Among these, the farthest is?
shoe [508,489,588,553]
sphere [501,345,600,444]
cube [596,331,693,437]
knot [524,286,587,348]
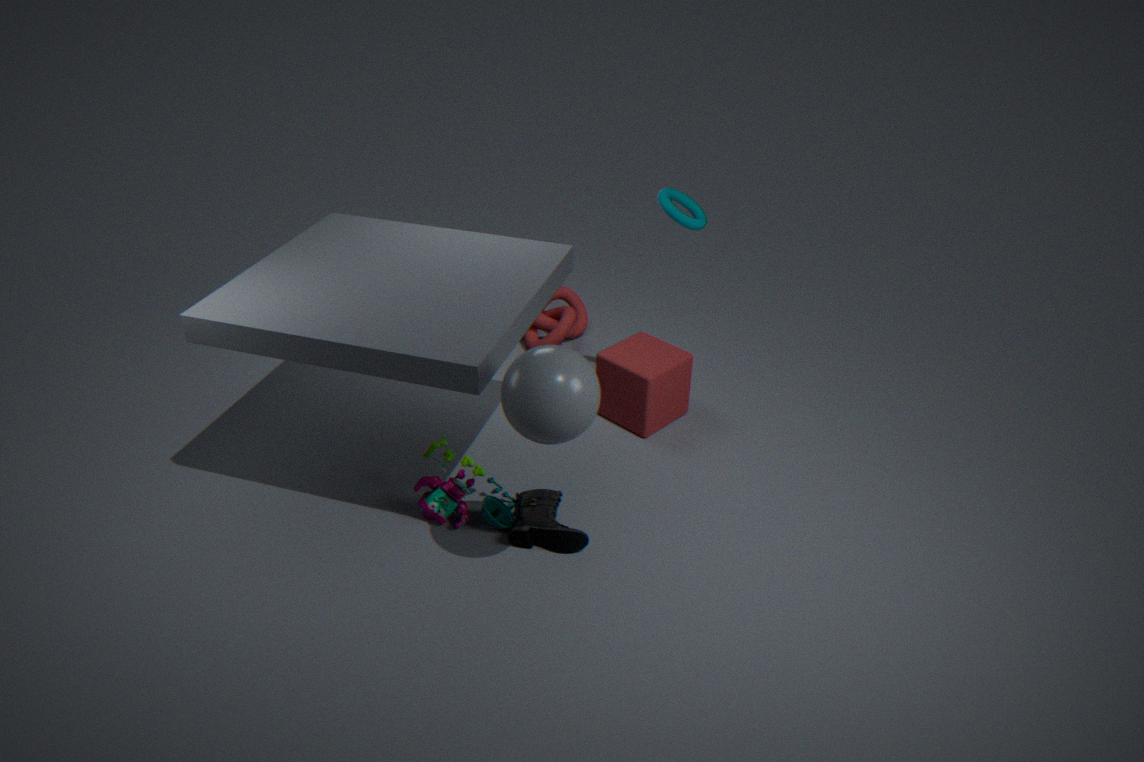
knot [524,286,587,348]
